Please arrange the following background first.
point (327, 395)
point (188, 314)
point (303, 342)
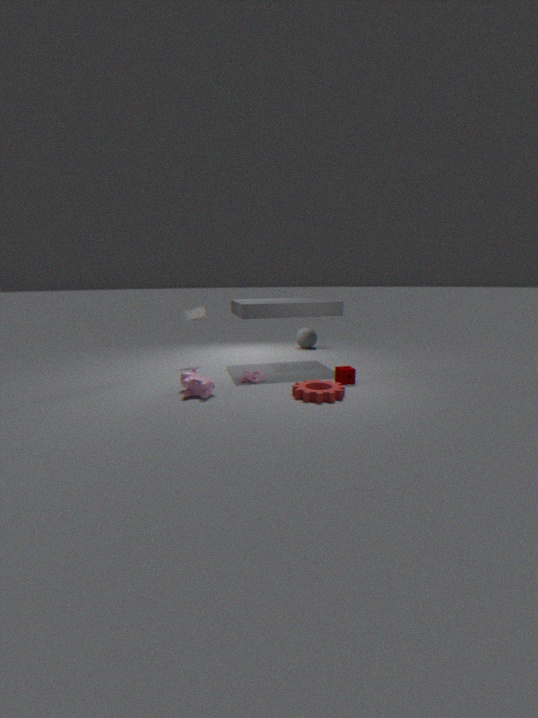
point (303, 342) → point (188, 314) → point (327, 395)
